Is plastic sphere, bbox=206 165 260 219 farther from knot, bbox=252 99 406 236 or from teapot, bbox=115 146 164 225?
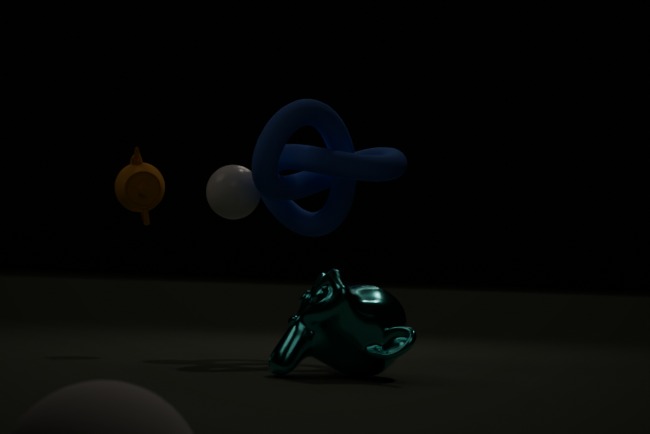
teapot, bbox=115 146 164 225
